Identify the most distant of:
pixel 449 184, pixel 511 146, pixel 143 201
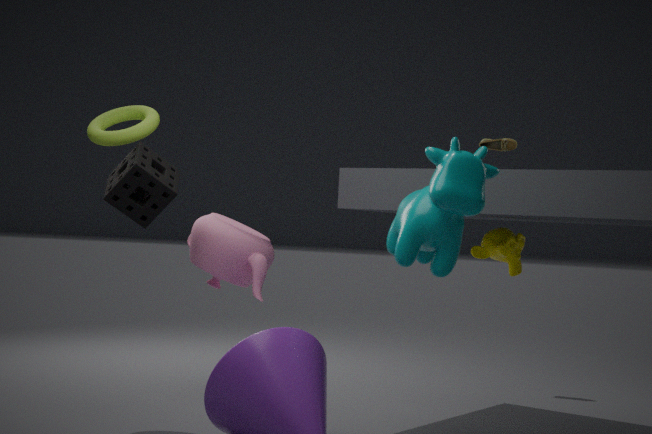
pixel 511 146
